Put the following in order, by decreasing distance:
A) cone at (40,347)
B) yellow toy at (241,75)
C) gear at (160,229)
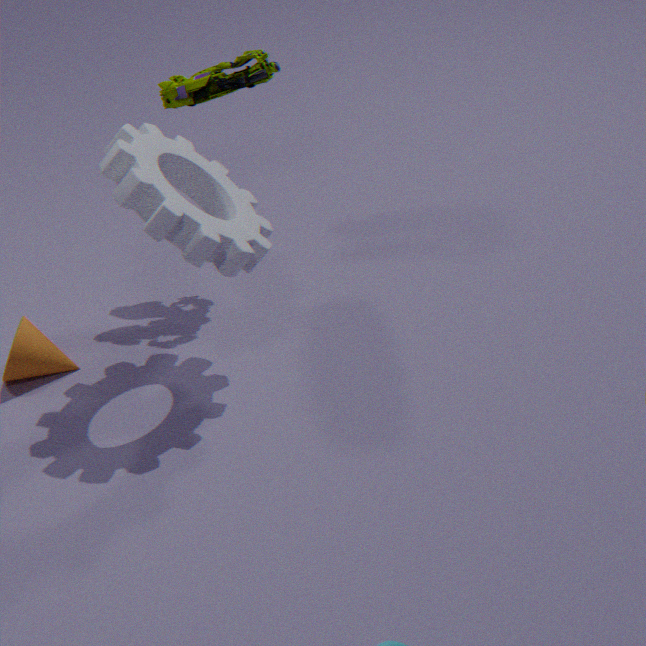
cone at (40,347), yellow toy at (241,75), gear at (160,229)
